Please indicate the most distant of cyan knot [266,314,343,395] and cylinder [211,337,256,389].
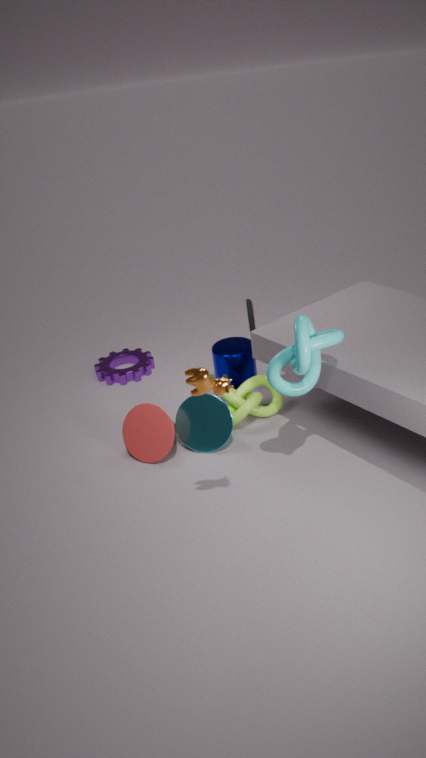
cylinder [211,337,256,389]
